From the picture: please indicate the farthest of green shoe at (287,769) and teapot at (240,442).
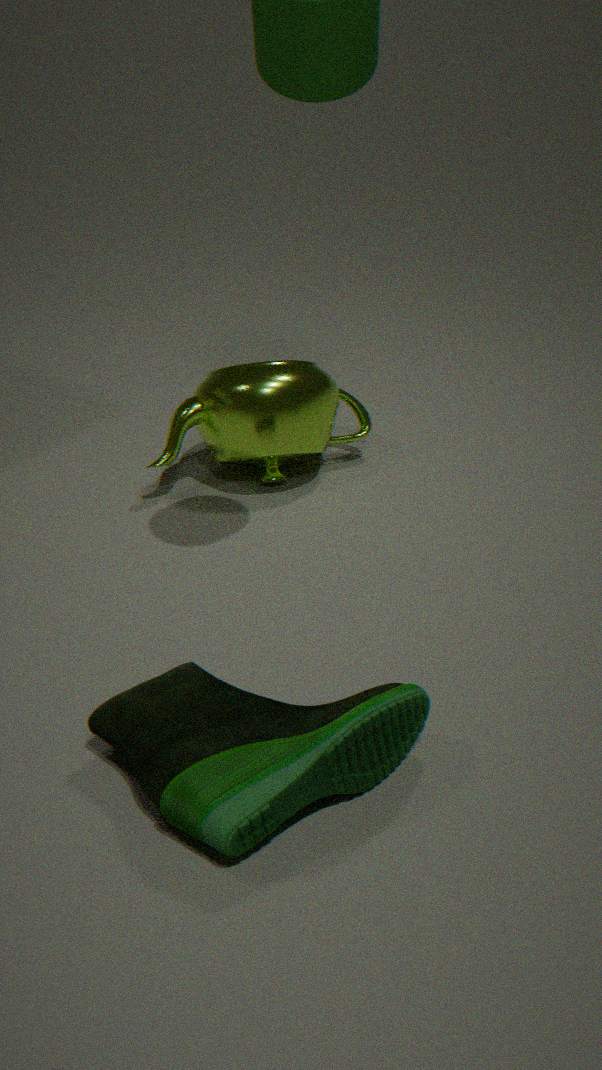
teapot at (240,442)
